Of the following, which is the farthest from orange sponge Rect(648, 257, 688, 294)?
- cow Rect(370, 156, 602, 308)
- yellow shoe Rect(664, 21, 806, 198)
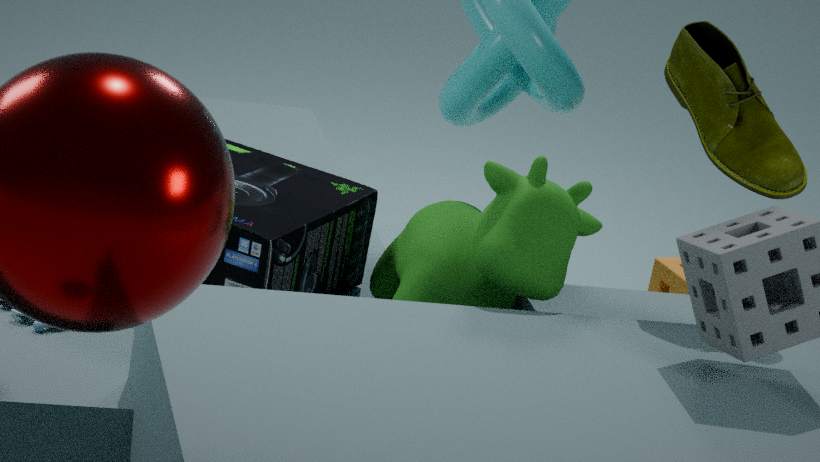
yellow shoe Rect(664, 21, 806, 198)
